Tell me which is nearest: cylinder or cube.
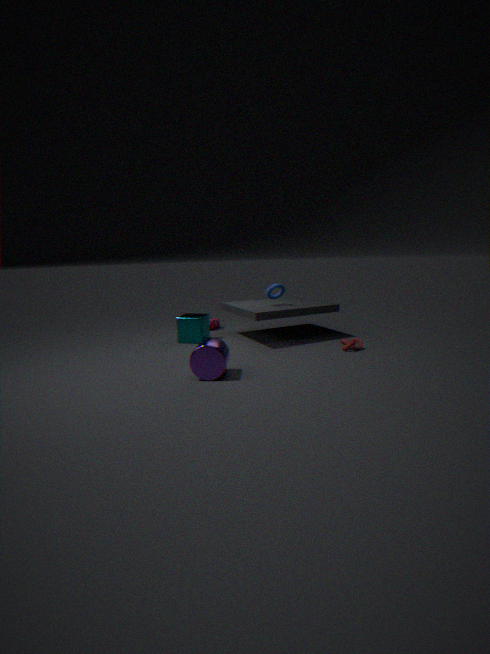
cylinder
